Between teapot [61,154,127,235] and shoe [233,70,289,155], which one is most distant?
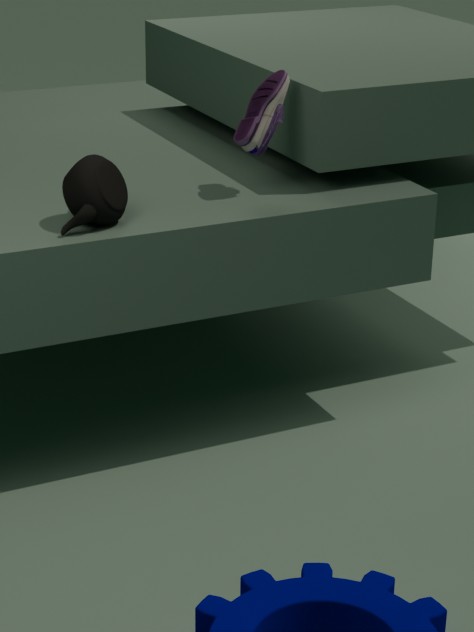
shoe [233,70,289,155]
